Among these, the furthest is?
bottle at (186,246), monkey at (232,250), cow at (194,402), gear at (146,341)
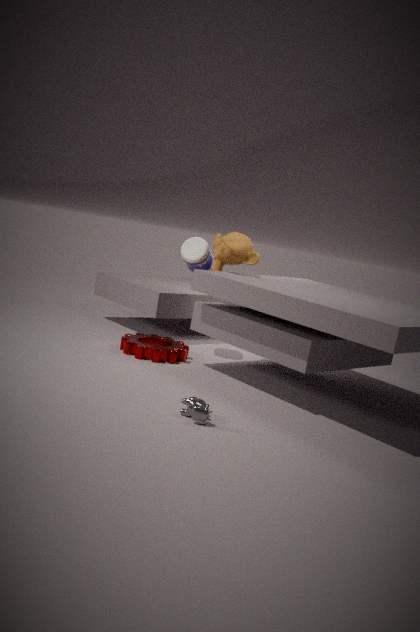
bottle at (186,246)
